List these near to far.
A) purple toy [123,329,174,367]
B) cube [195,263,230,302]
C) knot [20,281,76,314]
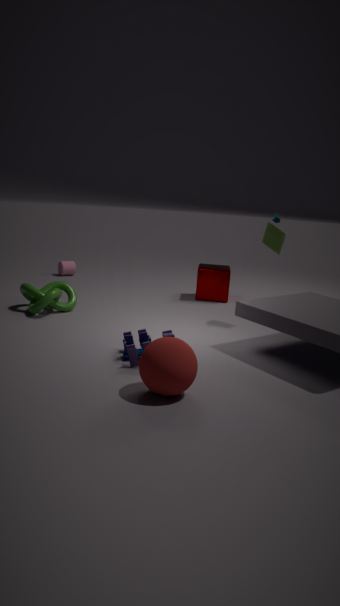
purple toy [123,329,174,367], knot [20,281,76,314], cube [195,263,230,302]
